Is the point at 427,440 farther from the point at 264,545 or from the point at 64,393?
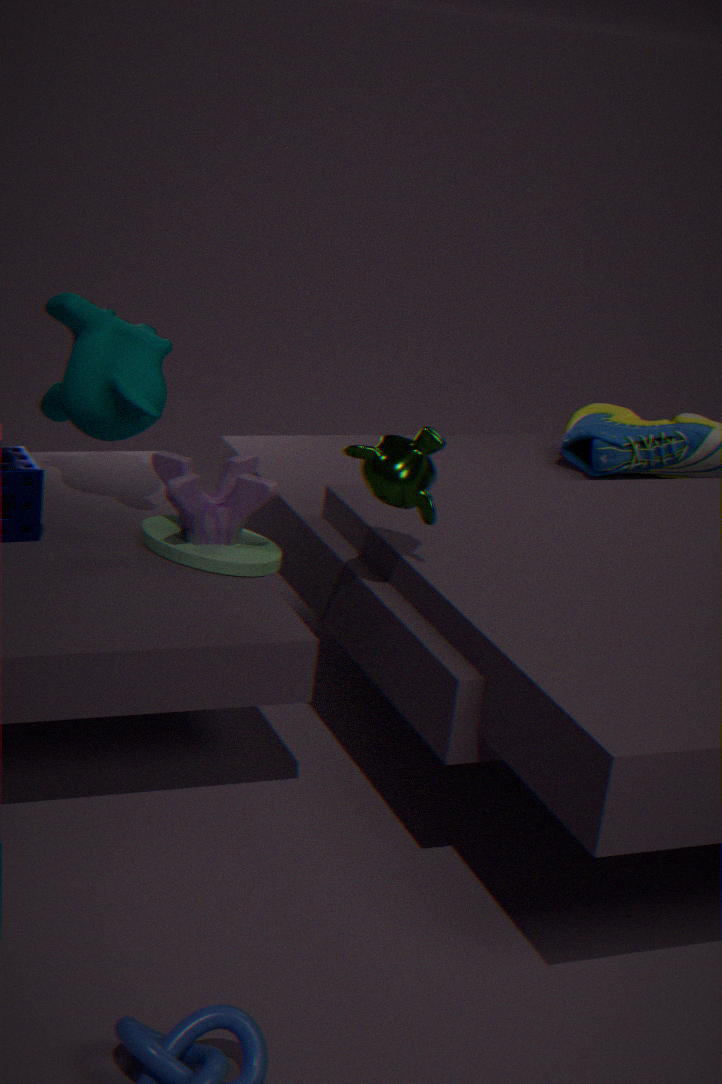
the point at 64,393
